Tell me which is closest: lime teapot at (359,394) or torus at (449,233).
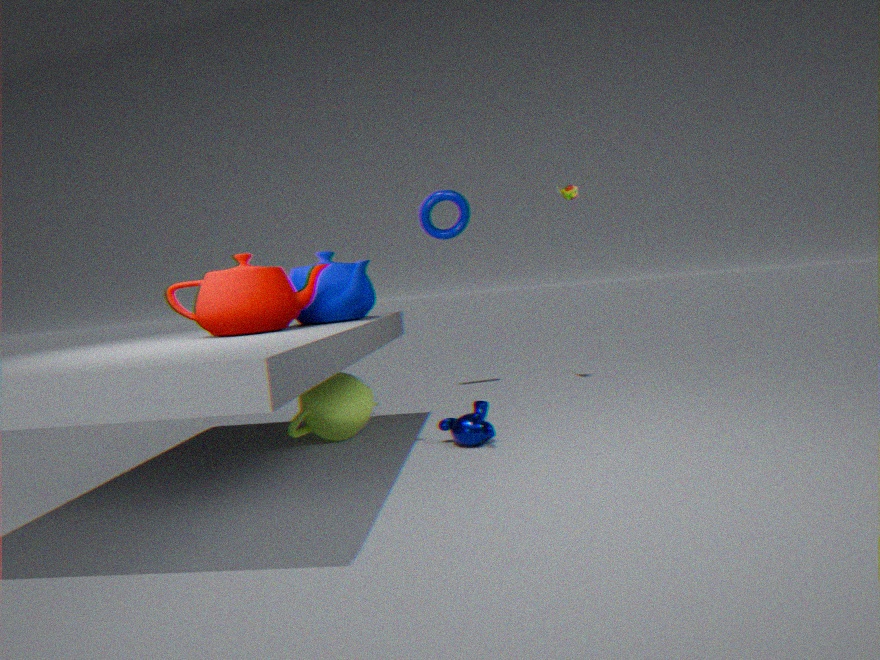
lime teapot at (359,394)
